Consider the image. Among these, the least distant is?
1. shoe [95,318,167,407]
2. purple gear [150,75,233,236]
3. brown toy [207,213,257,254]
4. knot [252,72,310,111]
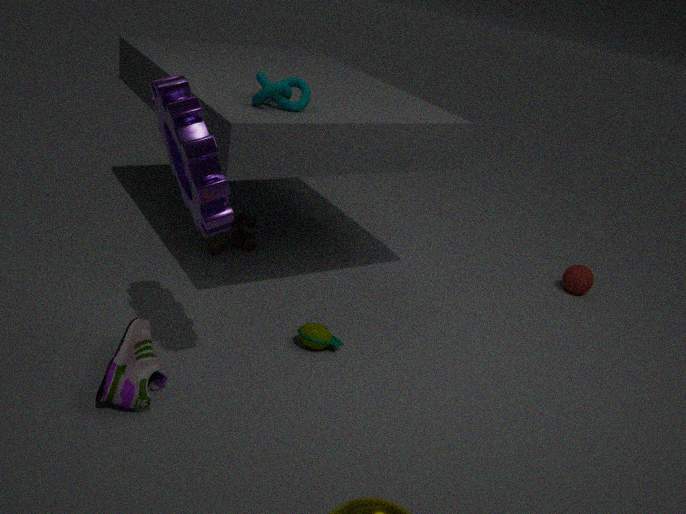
purple gear [150,75,233,236]
